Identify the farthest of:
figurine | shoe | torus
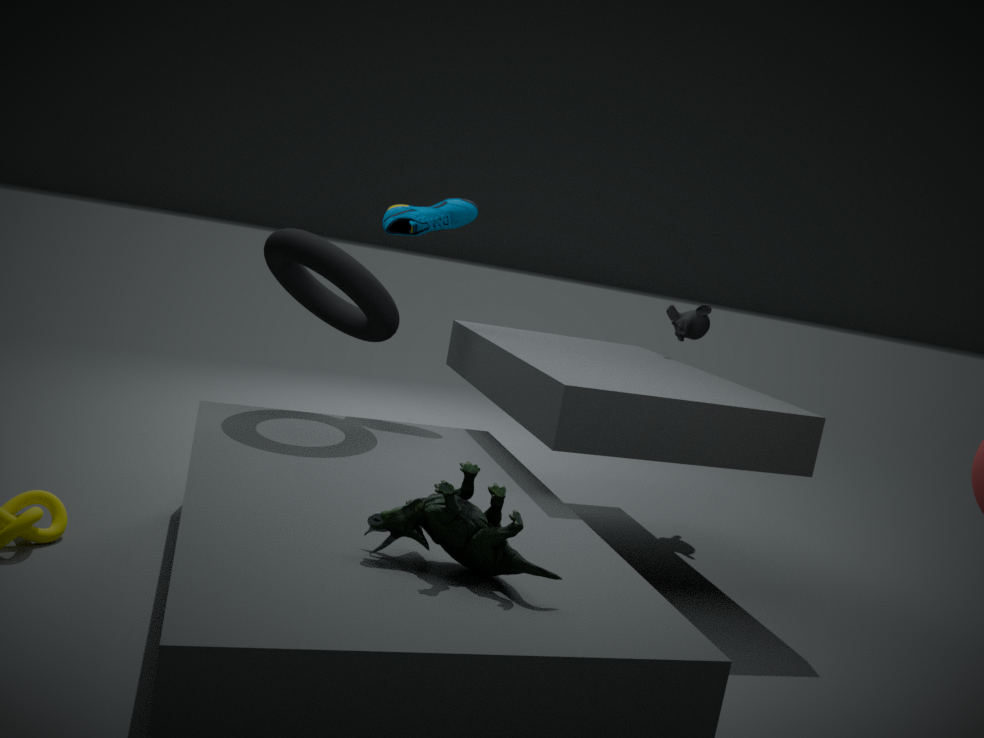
shoe
